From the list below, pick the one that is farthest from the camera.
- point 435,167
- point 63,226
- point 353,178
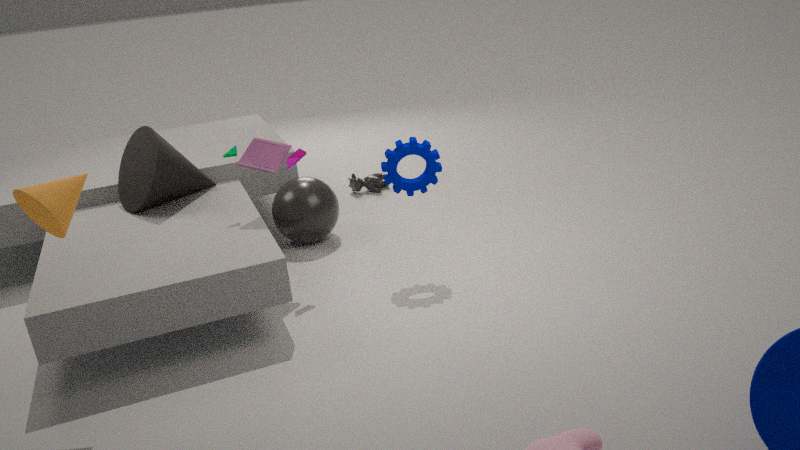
point 353,178
